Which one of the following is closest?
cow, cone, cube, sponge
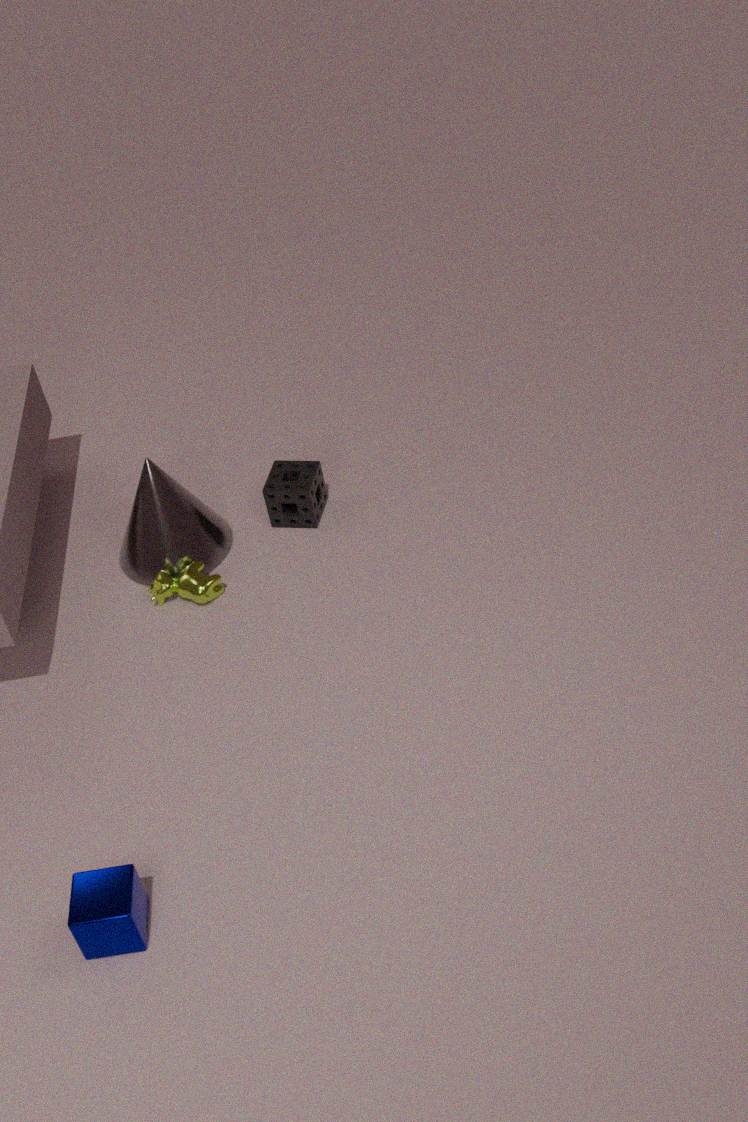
cube
